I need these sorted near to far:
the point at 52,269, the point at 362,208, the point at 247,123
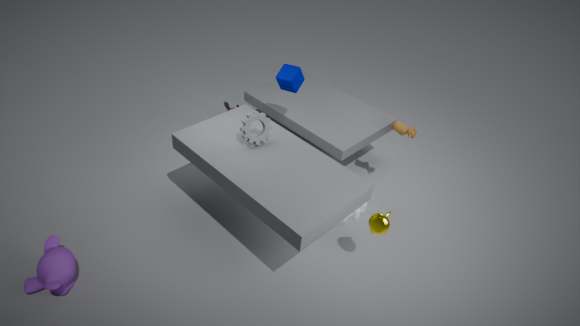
the point at 52,269 < the point at 247,123 < the point at 362,208
